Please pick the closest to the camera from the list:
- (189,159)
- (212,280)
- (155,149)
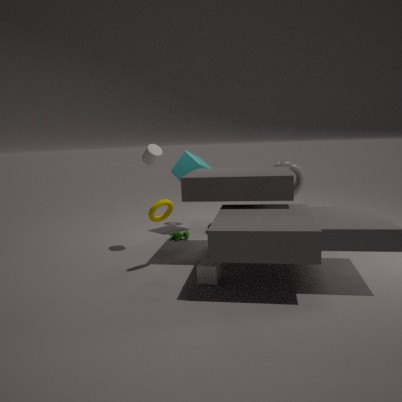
(212,280)
